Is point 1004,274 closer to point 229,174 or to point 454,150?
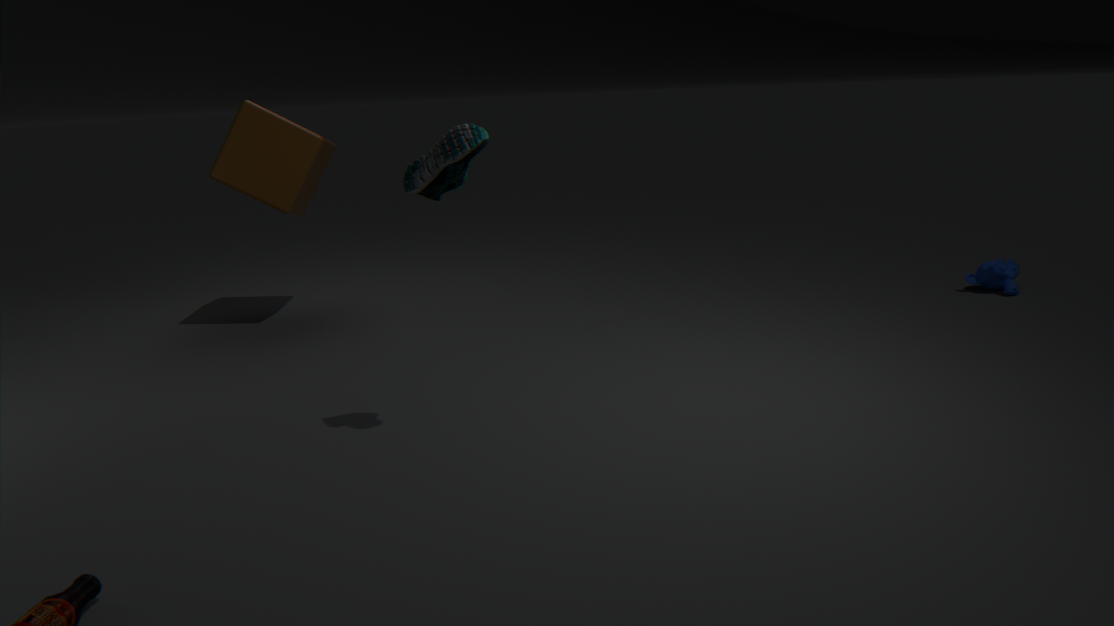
point 454,150
